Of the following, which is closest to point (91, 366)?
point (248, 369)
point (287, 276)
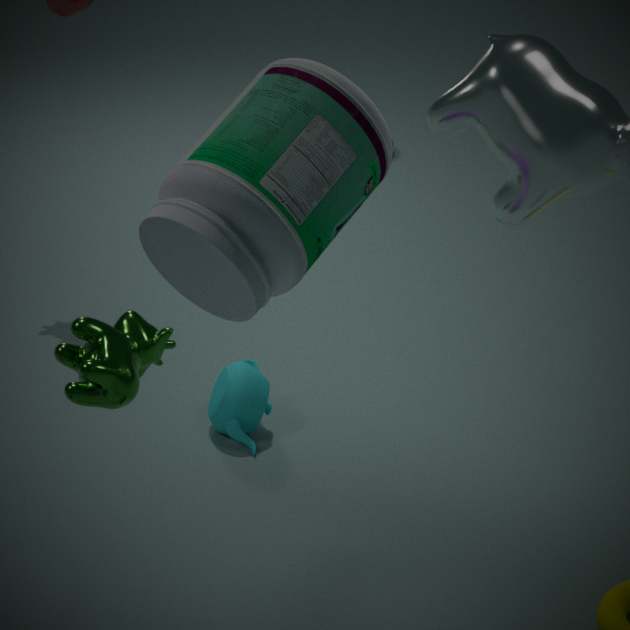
point (287, 276)
